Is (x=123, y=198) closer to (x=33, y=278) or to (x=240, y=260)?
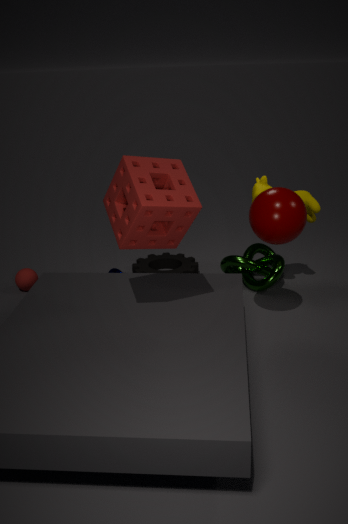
(x=240, y=260)
